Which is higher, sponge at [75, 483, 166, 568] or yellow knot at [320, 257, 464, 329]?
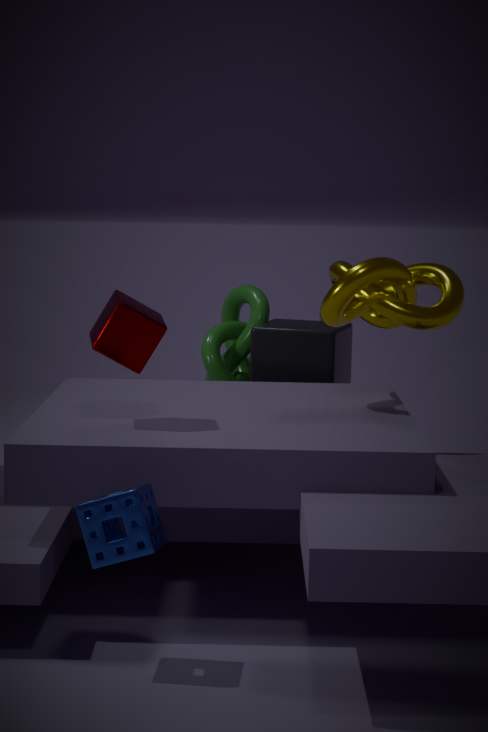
yellow knot at [320, 257, 464, 329]
